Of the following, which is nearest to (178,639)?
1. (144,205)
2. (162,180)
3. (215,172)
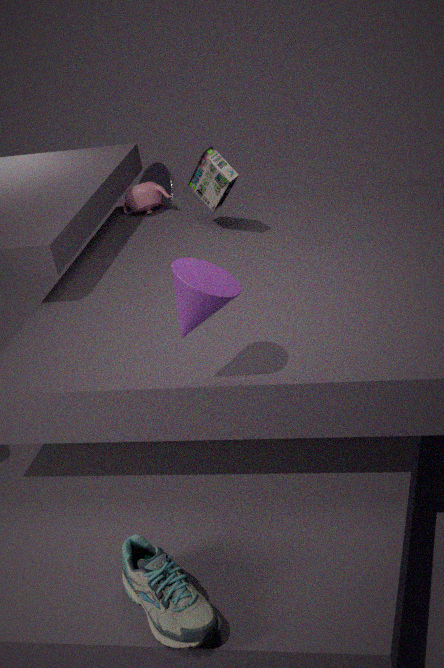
(215,172)
